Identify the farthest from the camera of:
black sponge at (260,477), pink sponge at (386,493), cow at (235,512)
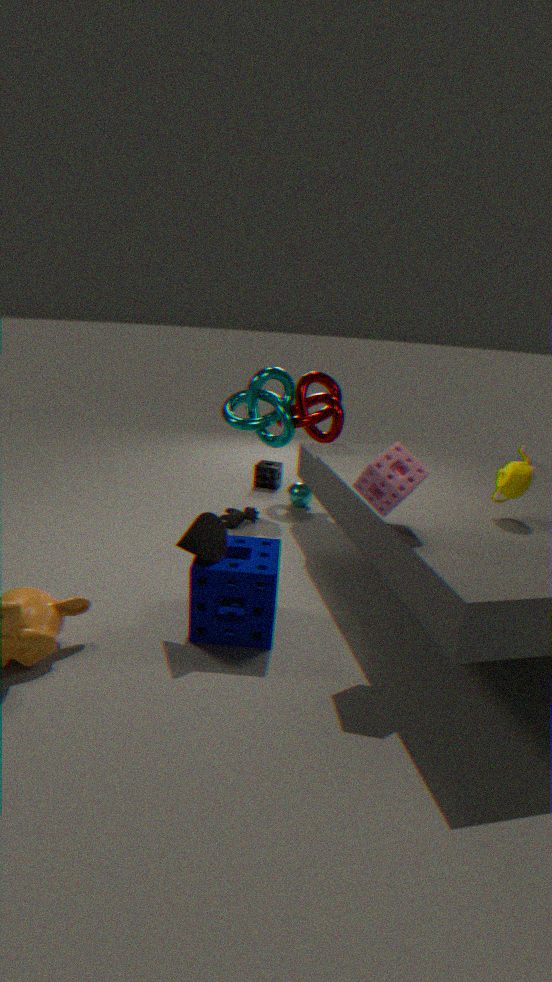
black sponge at (260,477)
